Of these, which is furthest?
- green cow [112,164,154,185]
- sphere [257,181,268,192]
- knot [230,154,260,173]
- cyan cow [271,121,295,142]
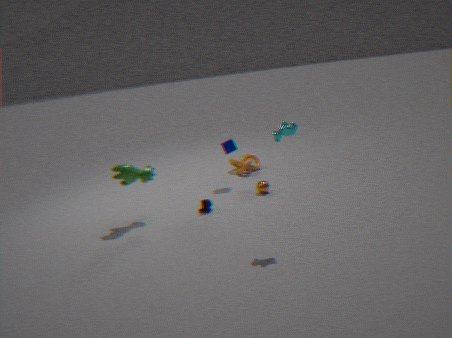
knot [230,154,260,173]
